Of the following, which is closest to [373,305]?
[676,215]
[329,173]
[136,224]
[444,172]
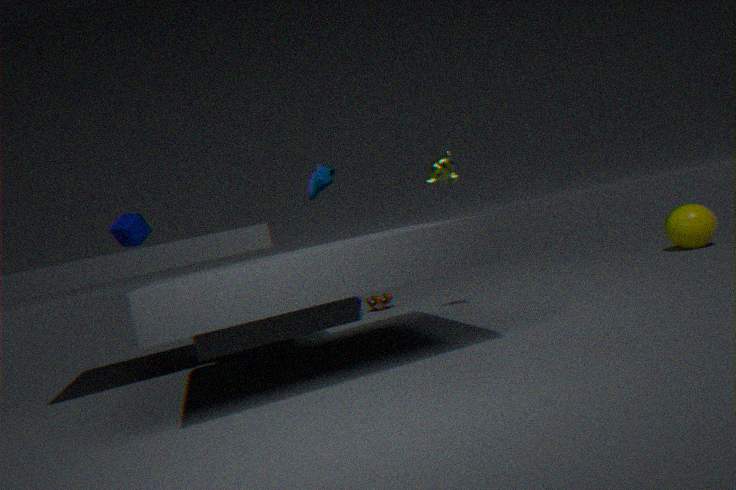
[329,173]
